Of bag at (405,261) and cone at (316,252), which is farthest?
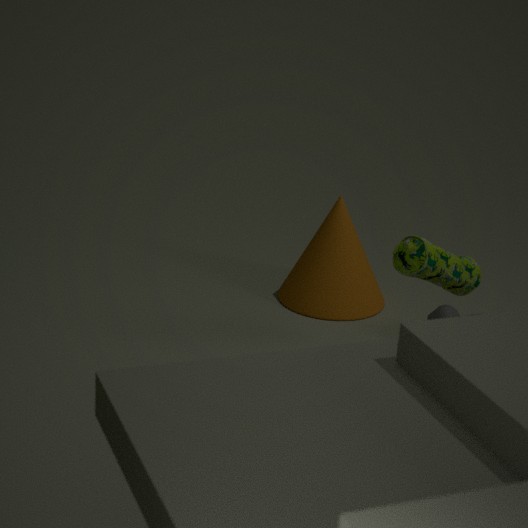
cone at (316,252)
